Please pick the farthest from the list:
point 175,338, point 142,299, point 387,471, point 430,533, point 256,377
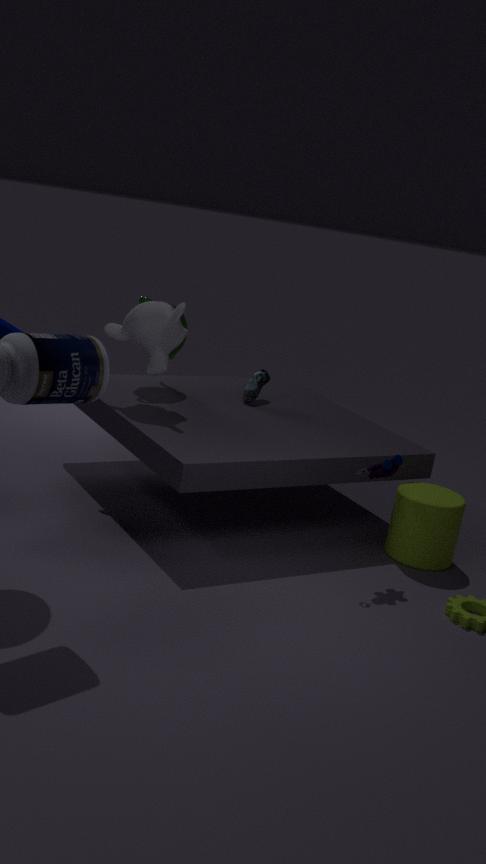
point 256,377
